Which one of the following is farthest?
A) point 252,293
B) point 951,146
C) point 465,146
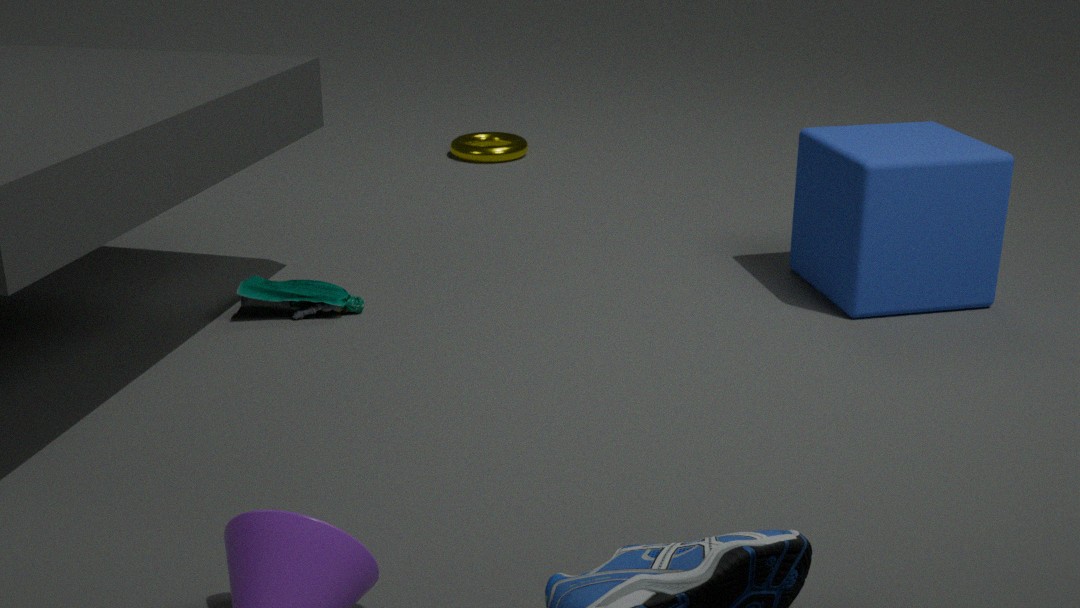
point 465,146
